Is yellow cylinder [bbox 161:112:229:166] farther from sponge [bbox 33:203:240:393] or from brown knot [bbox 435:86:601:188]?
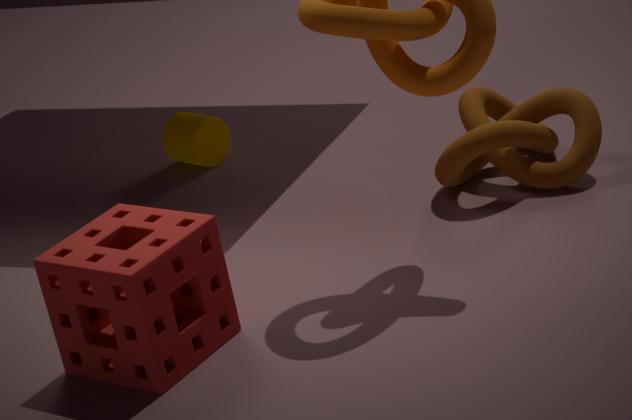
sponge [bbox 33:203:240:393]
